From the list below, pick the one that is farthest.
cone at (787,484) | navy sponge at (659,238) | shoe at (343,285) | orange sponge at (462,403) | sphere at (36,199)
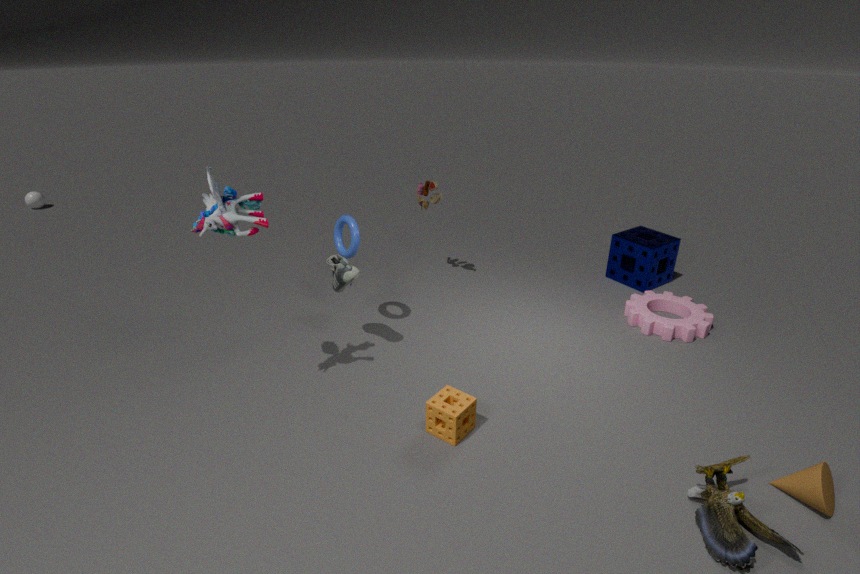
sphere at (36,199)
